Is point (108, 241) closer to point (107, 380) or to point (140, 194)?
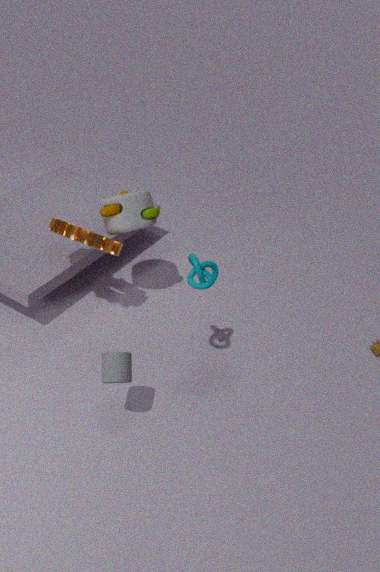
point (140, 194)
